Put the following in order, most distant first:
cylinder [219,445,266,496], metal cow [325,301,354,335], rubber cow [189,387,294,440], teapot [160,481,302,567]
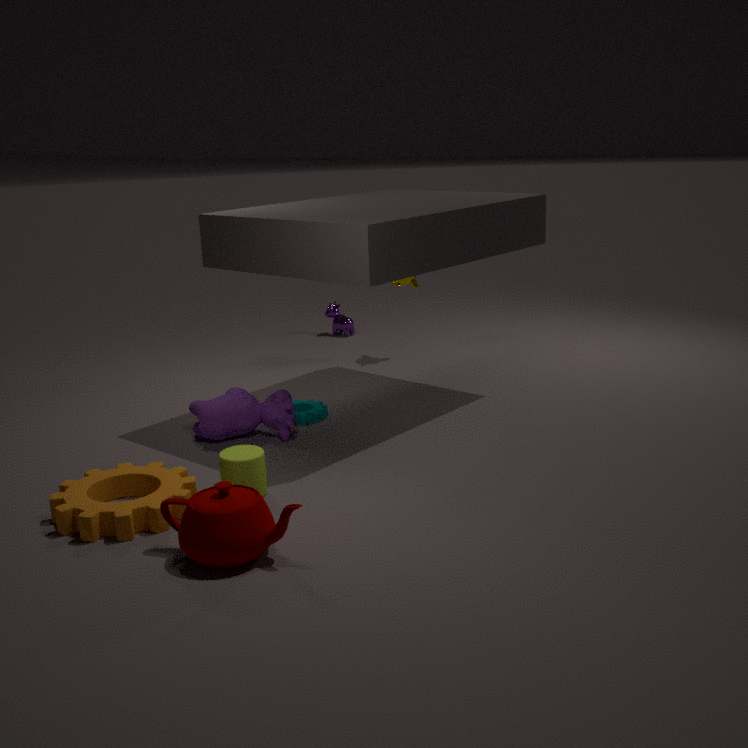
1. metal cow [325,301,354,335]
2. rubber cow [189,387,294,440]
3. cylinder [219,445,266,496]
4. teapot [160,481,302,567]
